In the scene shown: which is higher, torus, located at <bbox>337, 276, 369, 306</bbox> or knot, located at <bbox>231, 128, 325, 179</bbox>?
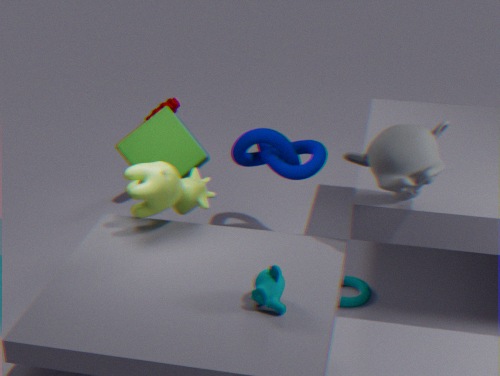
knot, located at <bbox>231, 128, 325, 179</bbox>
